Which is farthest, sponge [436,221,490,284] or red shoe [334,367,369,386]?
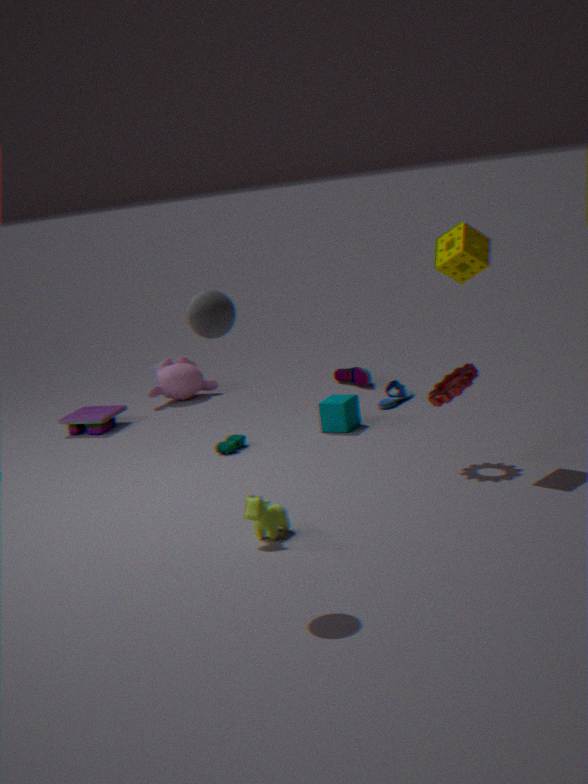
red shoe [334,367,369,386]
